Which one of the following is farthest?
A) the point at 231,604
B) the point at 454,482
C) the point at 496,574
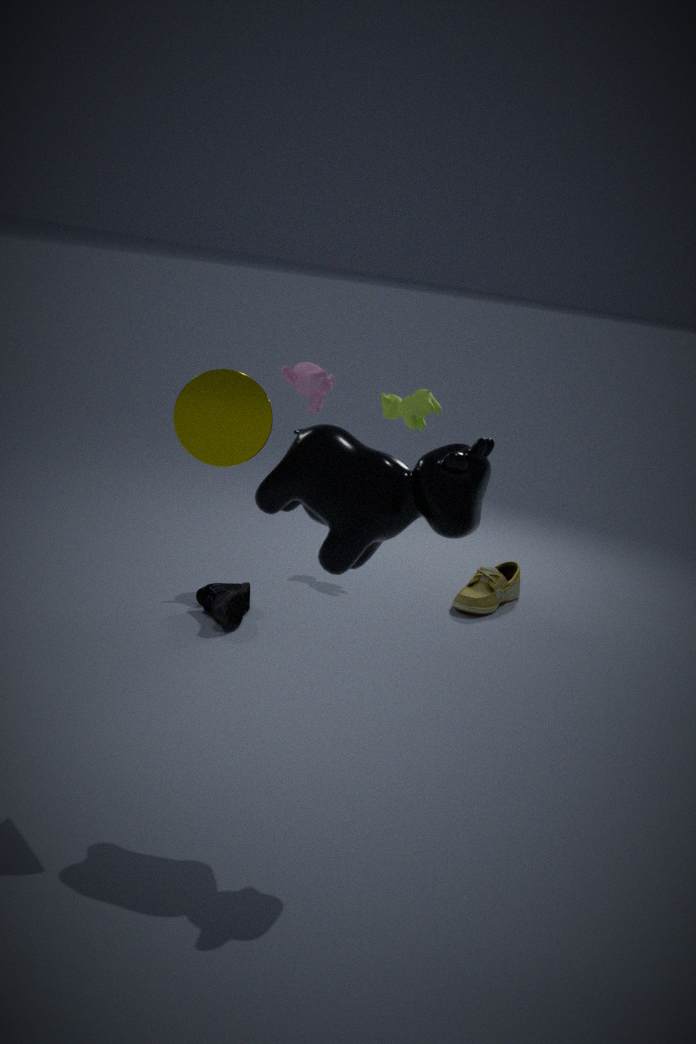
the point at 496,574
